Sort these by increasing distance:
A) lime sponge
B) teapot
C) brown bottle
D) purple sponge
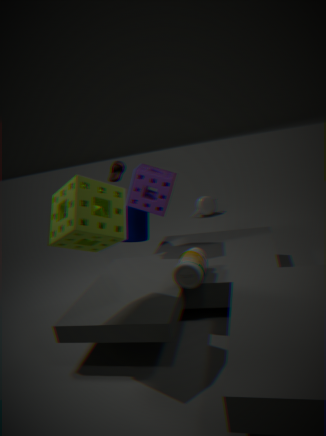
lime sponge < brown bottle < purple sponge < teapot
